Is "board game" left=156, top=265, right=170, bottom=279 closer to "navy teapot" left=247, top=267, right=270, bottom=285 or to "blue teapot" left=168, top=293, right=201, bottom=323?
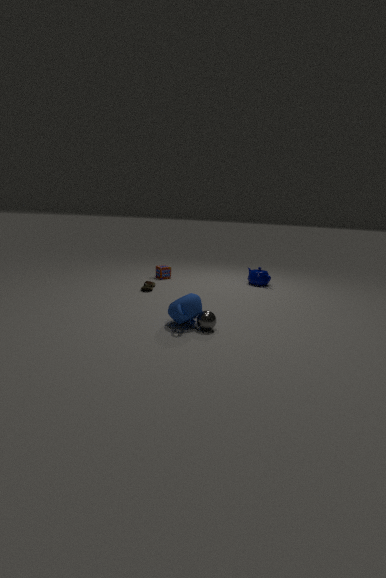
"navy teapot" left=247, top=267, right=270, bottom=285
